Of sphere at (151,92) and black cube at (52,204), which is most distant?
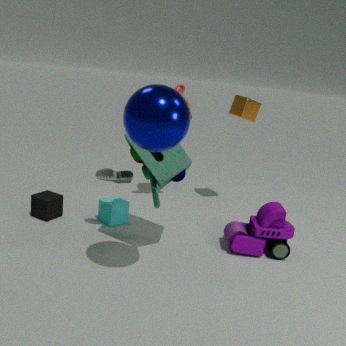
black cube at (52,204)
